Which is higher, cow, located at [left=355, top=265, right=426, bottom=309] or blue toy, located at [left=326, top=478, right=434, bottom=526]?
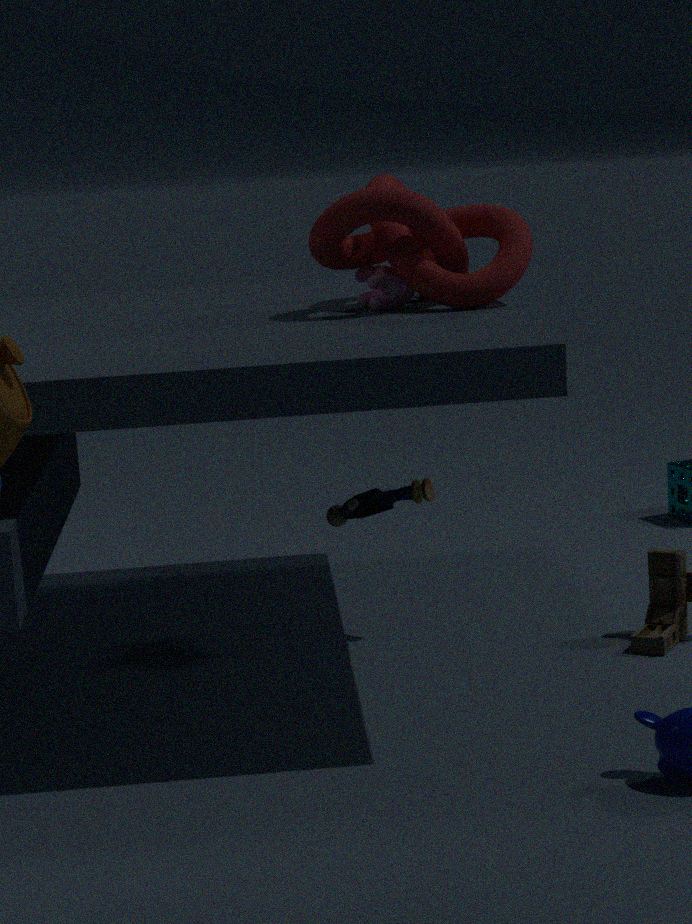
cow, located at [left=355, top=265, right=426, bottom=309]
